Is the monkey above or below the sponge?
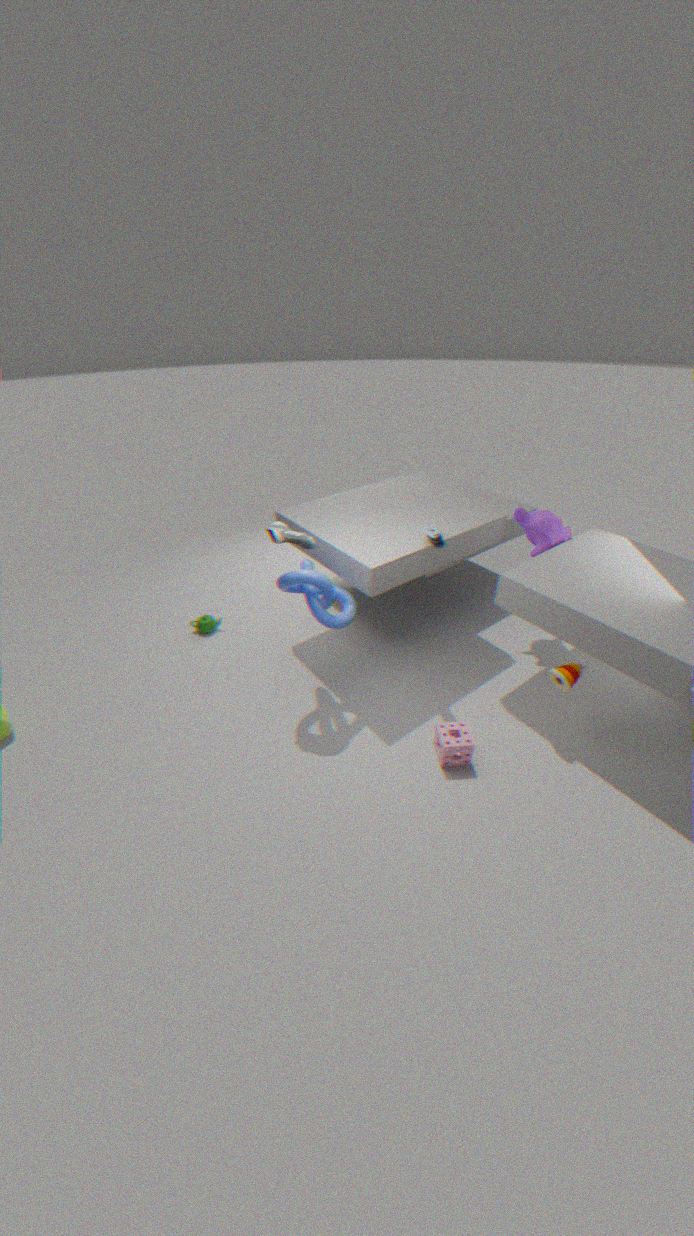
above
